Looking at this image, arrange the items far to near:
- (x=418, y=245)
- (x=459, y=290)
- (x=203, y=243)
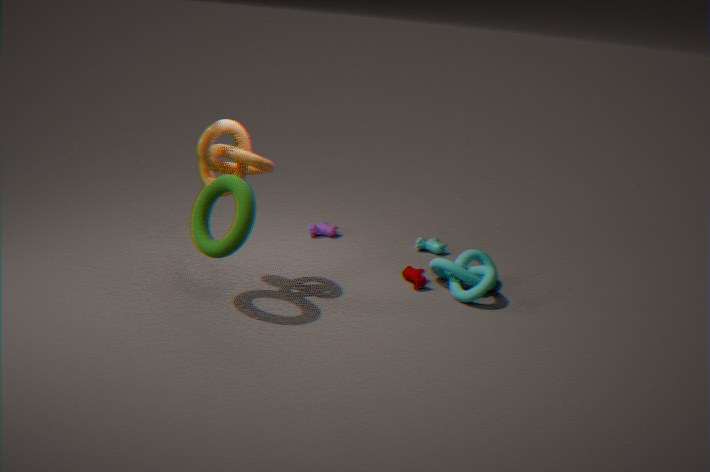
(x=418, y=245) < (x=459, y=290) < (x=203, y=243)
